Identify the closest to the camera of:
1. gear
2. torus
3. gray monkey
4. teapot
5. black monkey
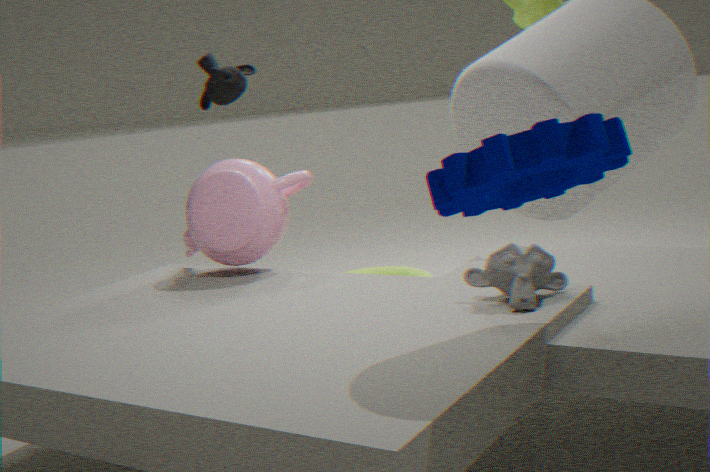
gear
